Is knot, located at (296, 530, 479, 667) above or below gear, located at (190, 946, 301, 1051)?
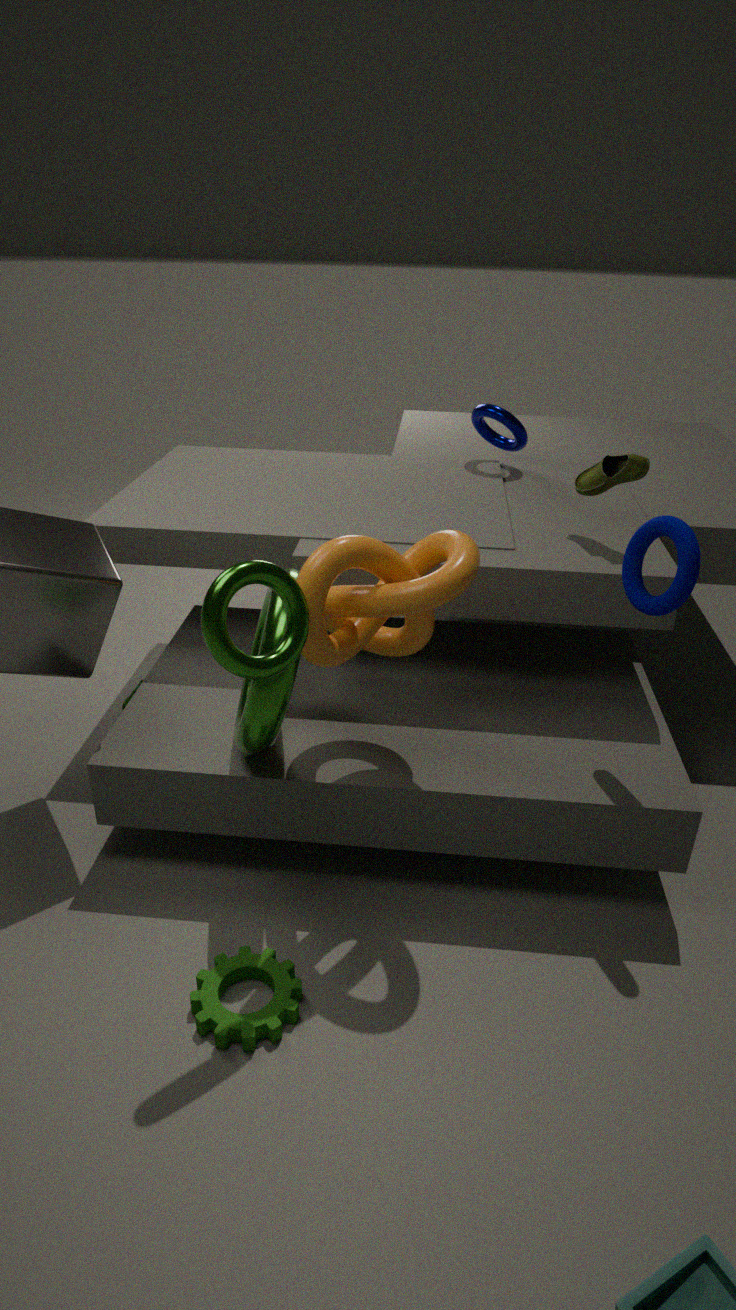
above
